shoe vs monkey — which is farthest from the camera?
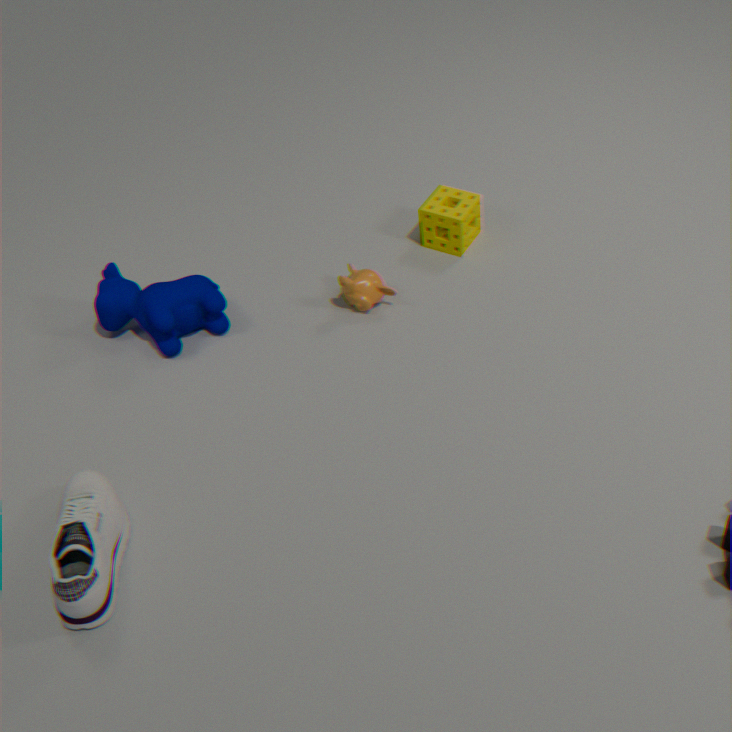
monkey
